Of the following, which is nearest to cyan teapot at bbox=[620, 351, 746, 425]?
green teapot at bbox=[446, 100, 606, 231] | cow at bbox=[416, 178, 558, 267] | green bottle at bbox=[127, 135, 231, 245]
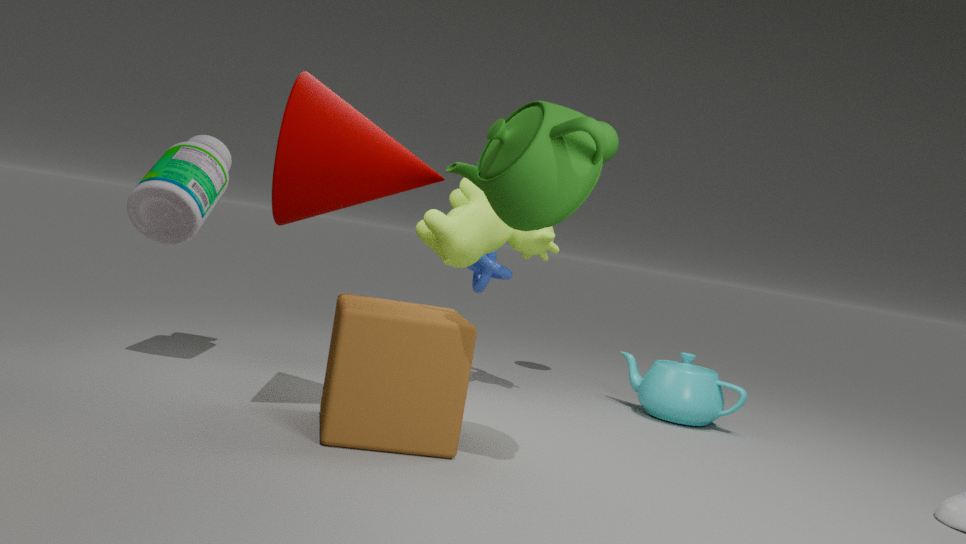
cow at bbox=[416, 178, 558, 267]
